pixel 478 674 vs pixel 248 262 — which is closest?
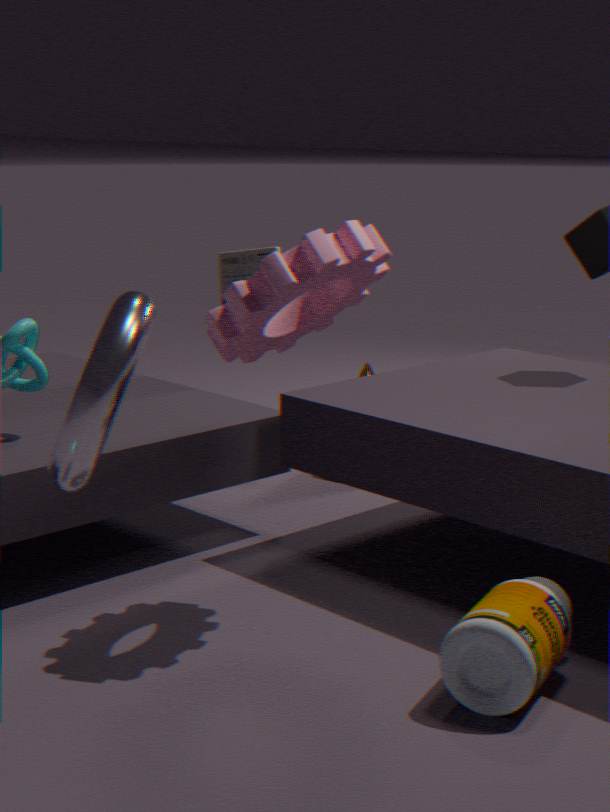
pixel 478 674
